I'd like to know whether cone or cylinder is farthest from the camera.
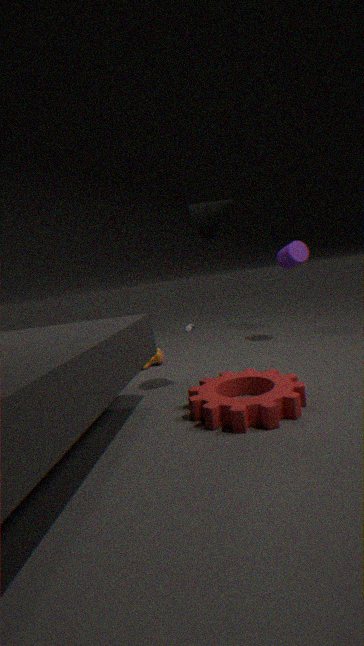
cylinder
